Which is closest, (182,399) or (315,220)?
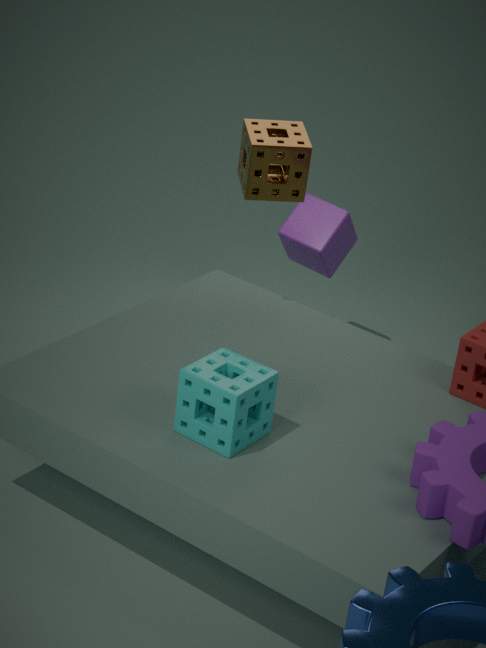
(182,399)
